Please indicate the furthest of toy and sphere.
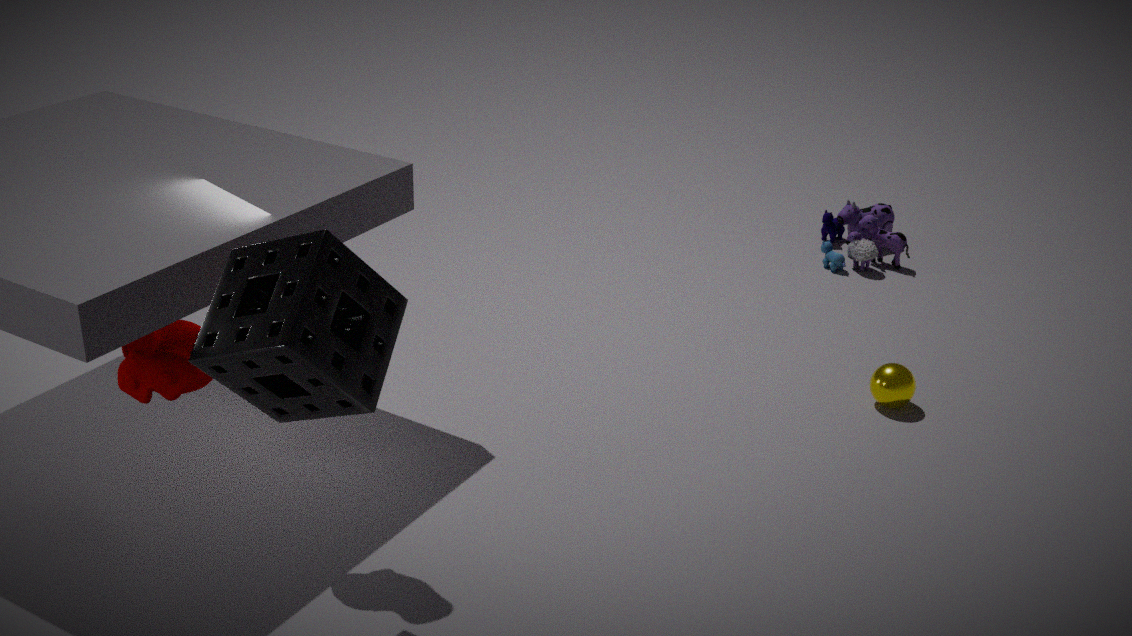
toy
